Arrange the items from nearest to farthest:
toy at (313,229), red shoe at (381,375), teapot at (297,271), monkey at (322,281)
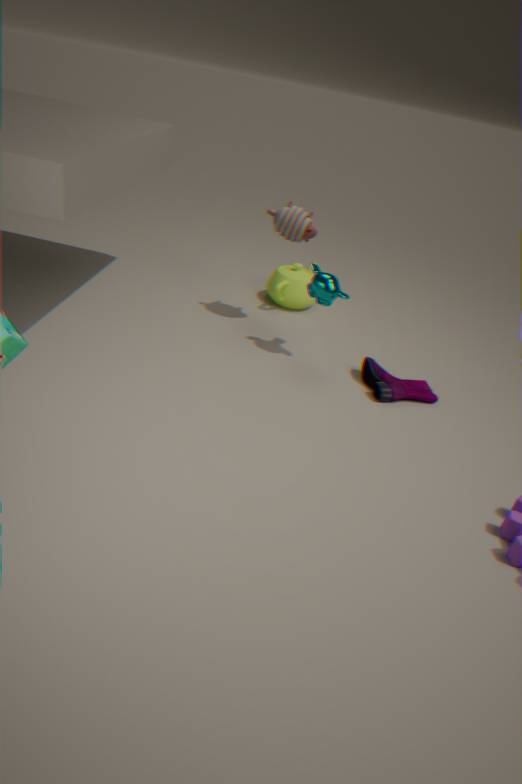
monkey at (322,281), red shoe at (381,375), toy at (313,229), teapot at (297,271)
